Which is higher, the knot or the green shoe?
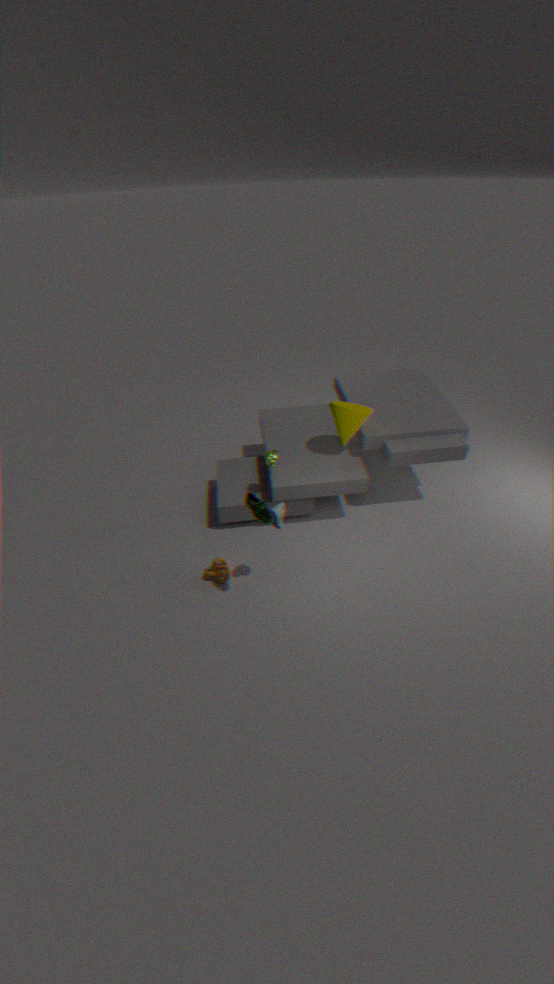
the green shoe
